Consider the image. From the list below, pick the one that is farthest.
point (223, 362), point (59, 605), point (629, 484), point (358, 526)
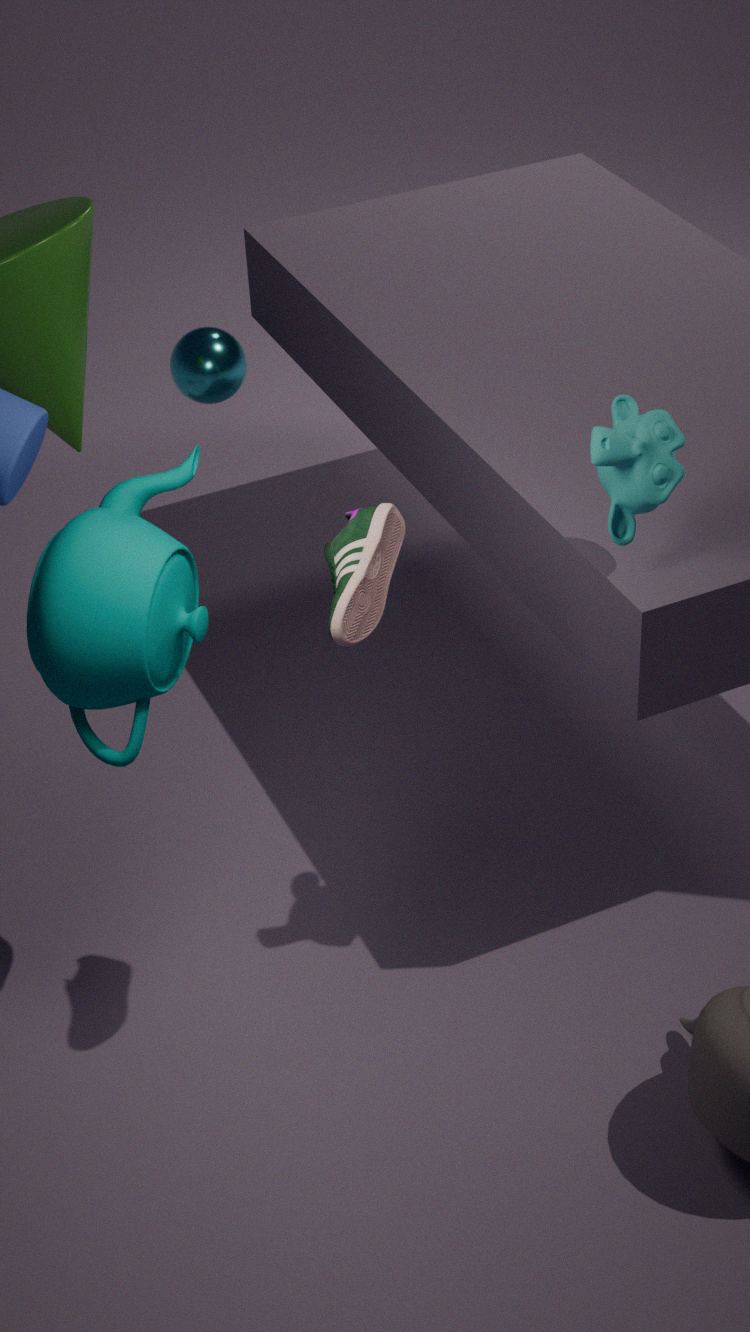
point (223, 362)
